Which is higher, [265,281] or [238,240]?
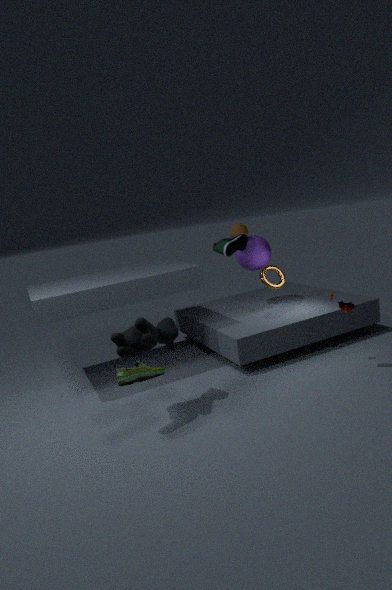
[238,240]
